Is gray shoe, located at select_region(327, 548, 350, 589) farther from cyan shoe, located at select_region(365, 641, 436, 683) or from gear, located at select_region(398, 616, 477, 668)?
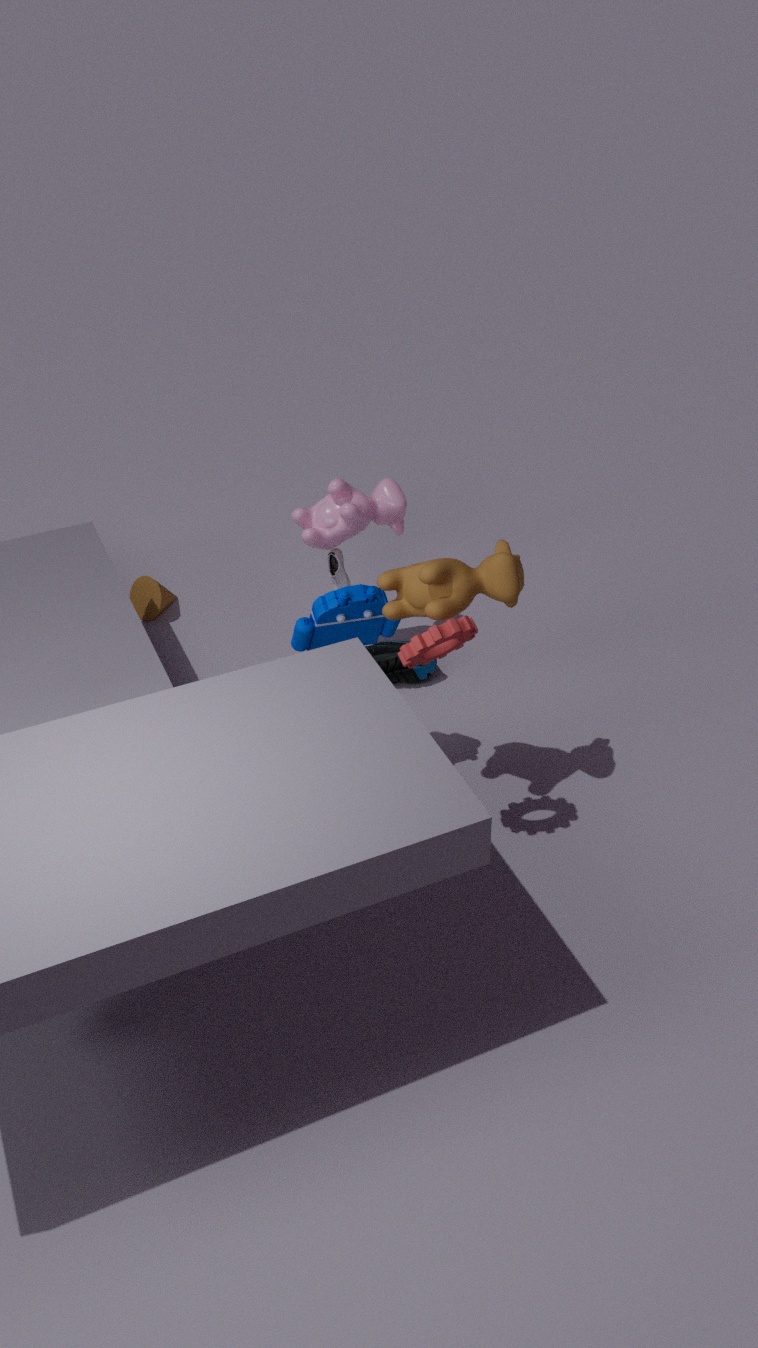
gear, located at select_region(398, 616, 477, 668)
